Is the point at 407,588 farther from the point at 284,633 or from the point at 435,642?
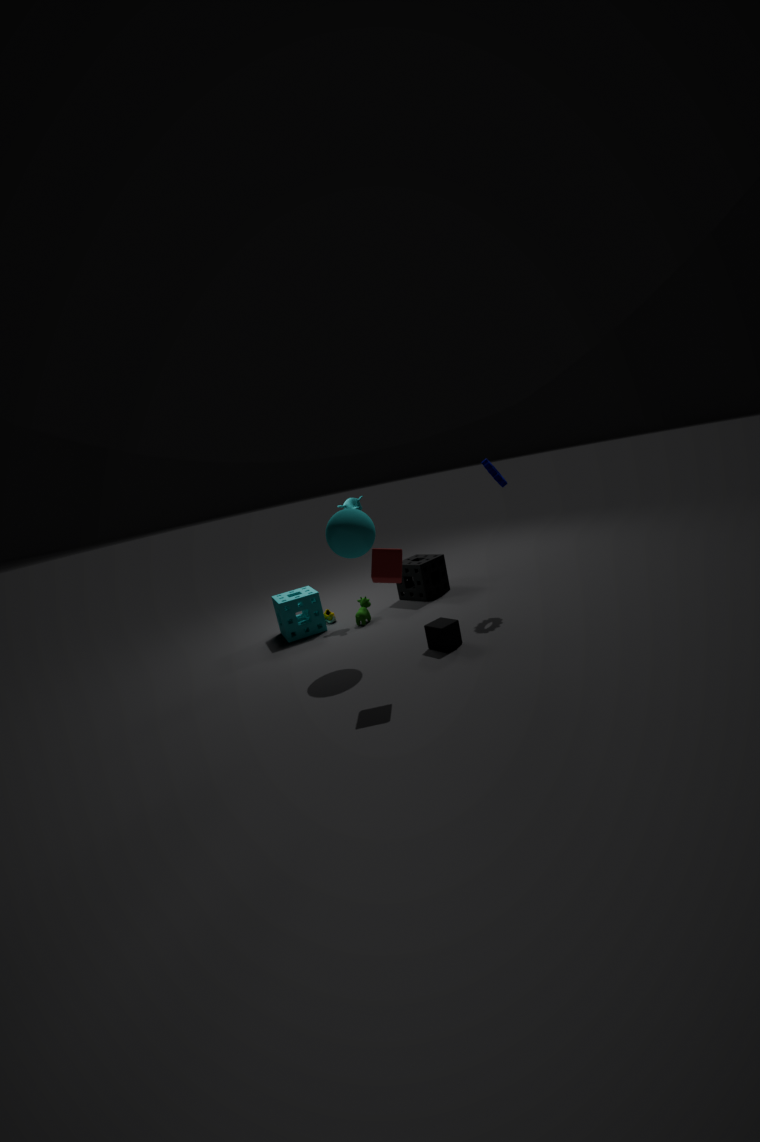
the point at 435,642
